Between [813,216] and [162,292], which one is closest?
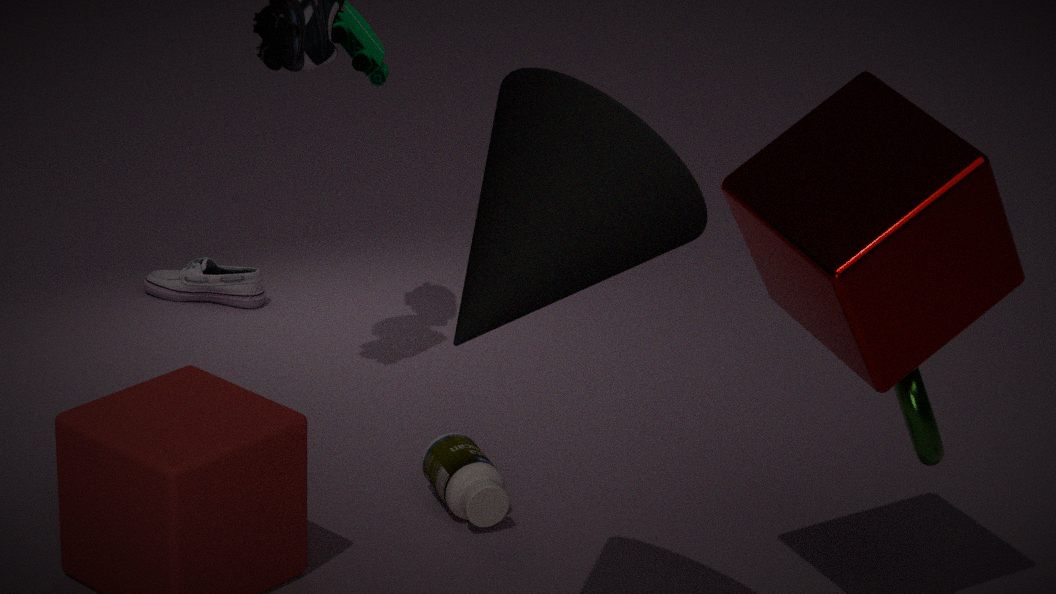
[813,216]
